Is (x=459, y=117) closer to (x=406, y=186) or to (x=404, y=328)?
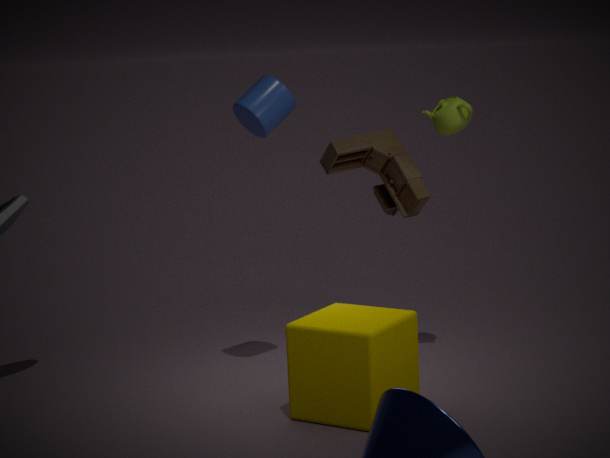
(x=406, y=186)
